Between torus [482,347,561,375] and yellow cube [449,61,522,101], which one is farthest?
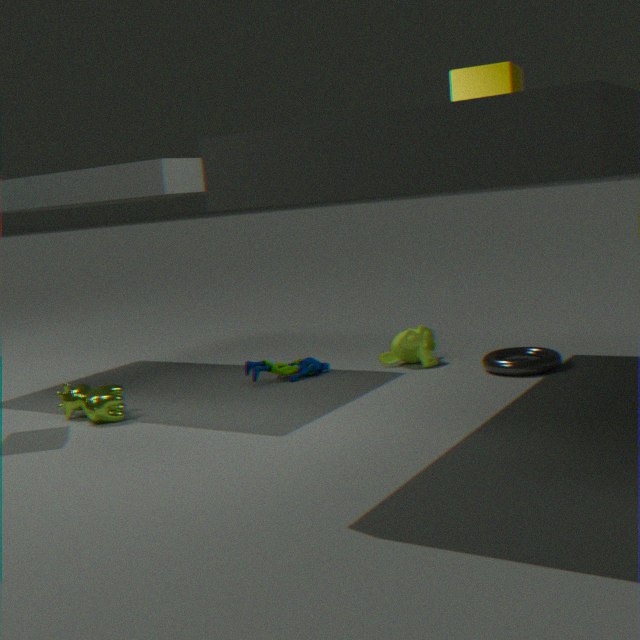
torus [482,347,561,375]
